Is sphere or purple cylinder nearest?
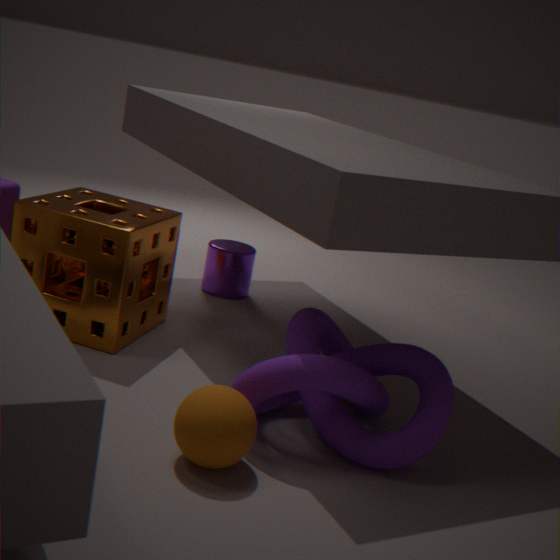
sphere
